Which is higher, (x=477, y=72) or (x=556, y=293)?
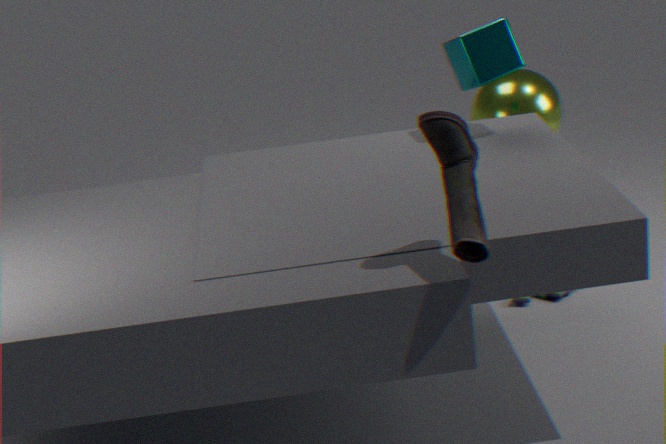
(x=477, y=72)
